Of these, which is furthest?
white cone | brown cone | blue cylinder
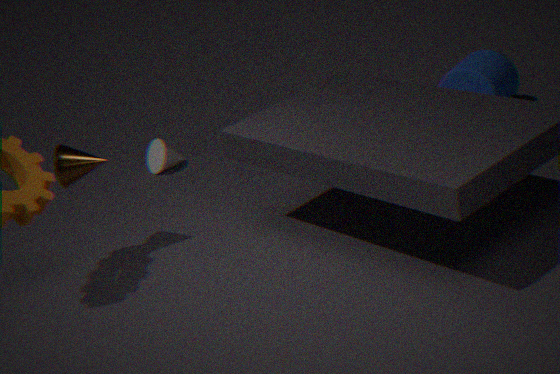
white cone
